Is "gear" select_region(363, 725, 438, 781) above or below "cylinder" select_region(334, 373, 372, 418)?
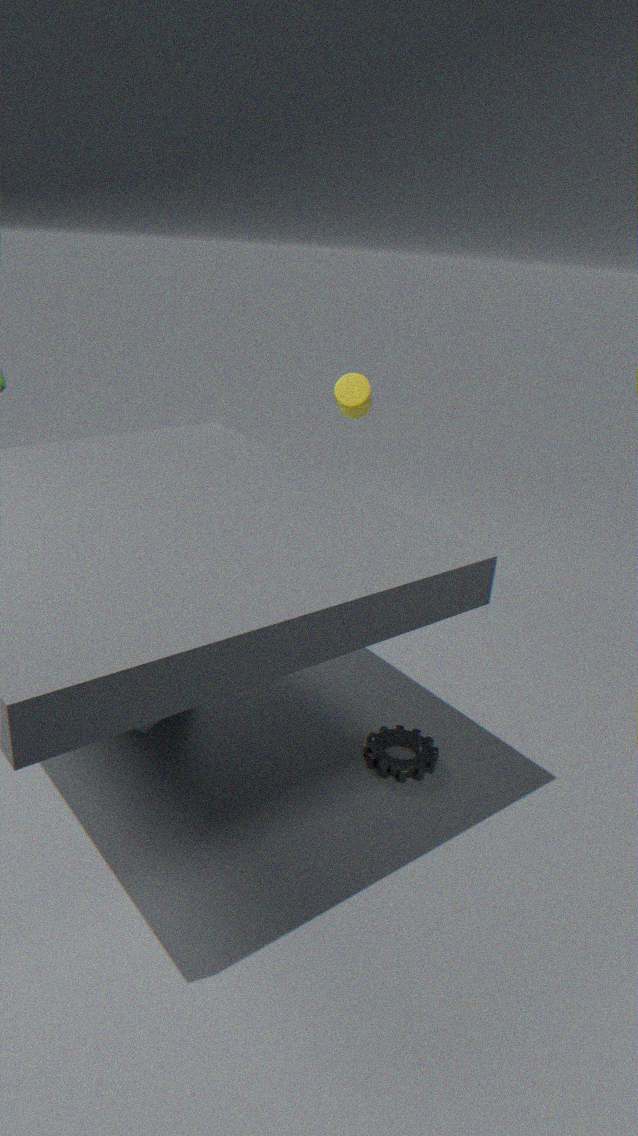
below
